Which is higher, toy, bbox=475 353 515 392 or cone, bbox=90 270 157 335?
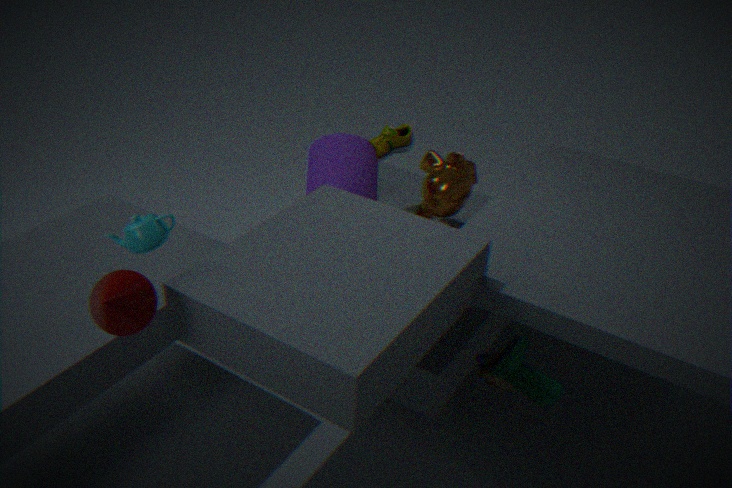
cone, bbox=90 270 157 335
